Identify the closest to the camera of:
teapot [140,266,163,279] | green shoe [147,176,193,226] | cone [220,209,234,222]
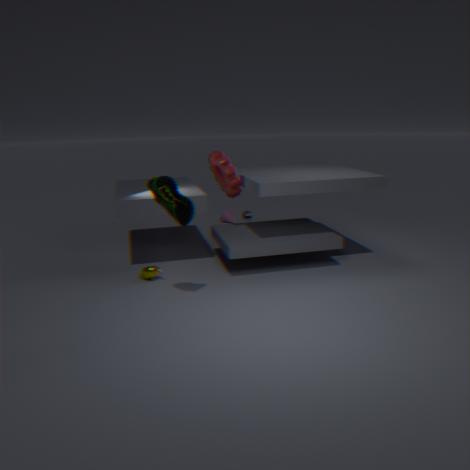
green shoe [147,176,193,226]
